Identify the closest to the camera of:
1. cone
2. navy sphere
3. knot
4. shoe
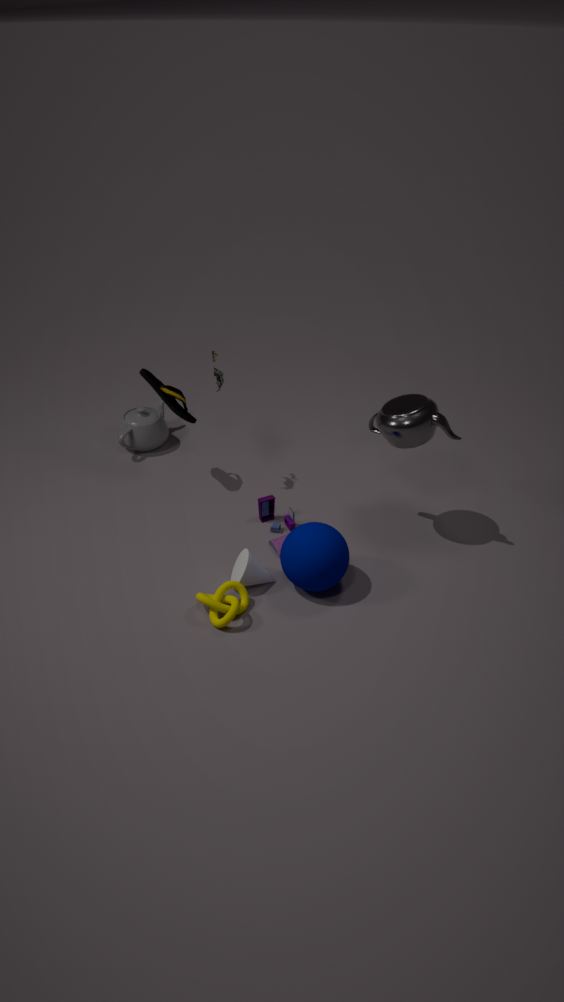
knot
